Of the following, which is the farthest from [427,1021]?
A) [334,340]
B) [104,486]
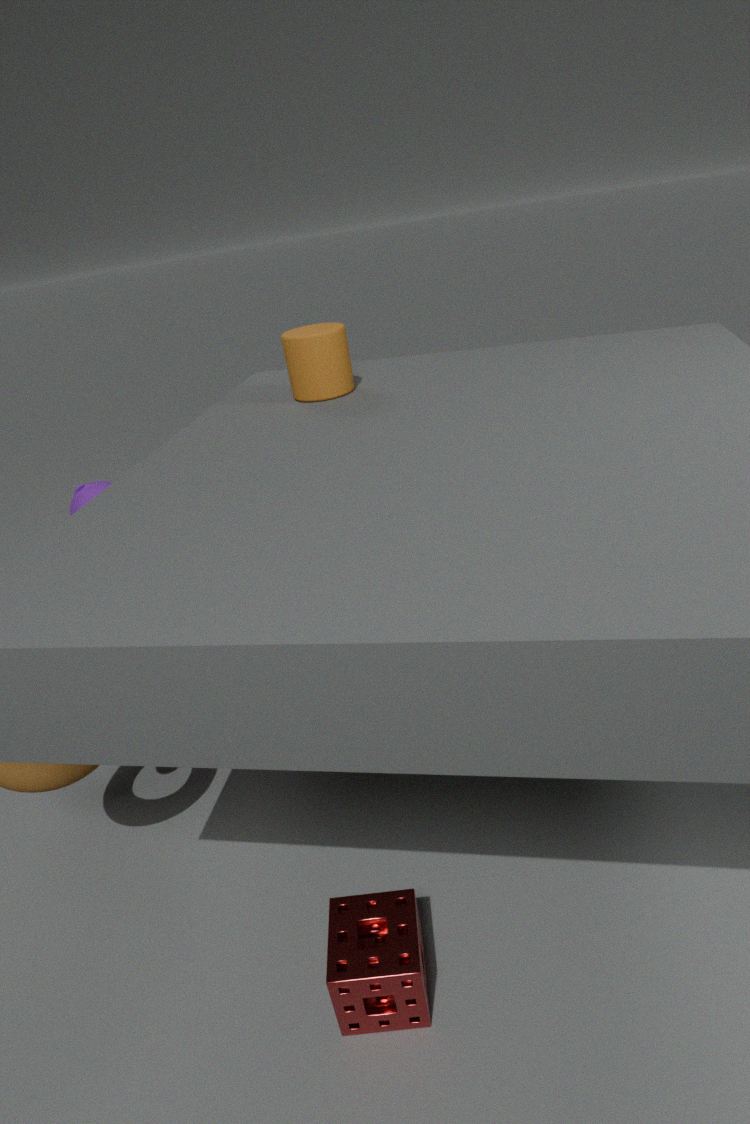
[334,340]
